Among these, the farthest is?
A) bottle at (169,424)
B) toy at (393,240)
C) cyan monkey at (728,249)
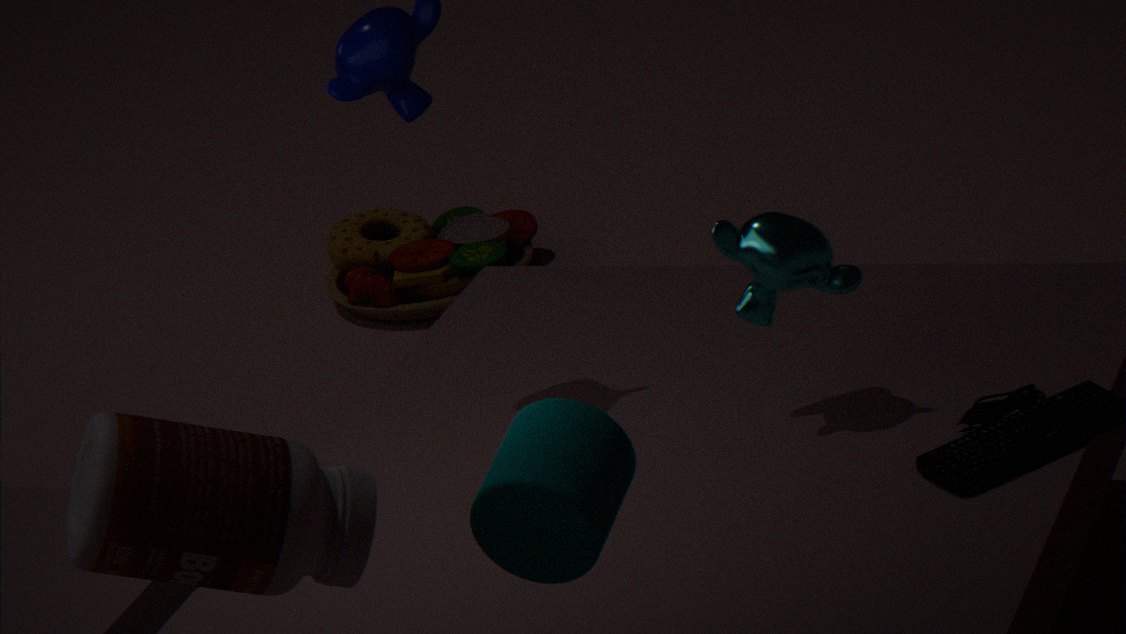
toy at (393,240)
